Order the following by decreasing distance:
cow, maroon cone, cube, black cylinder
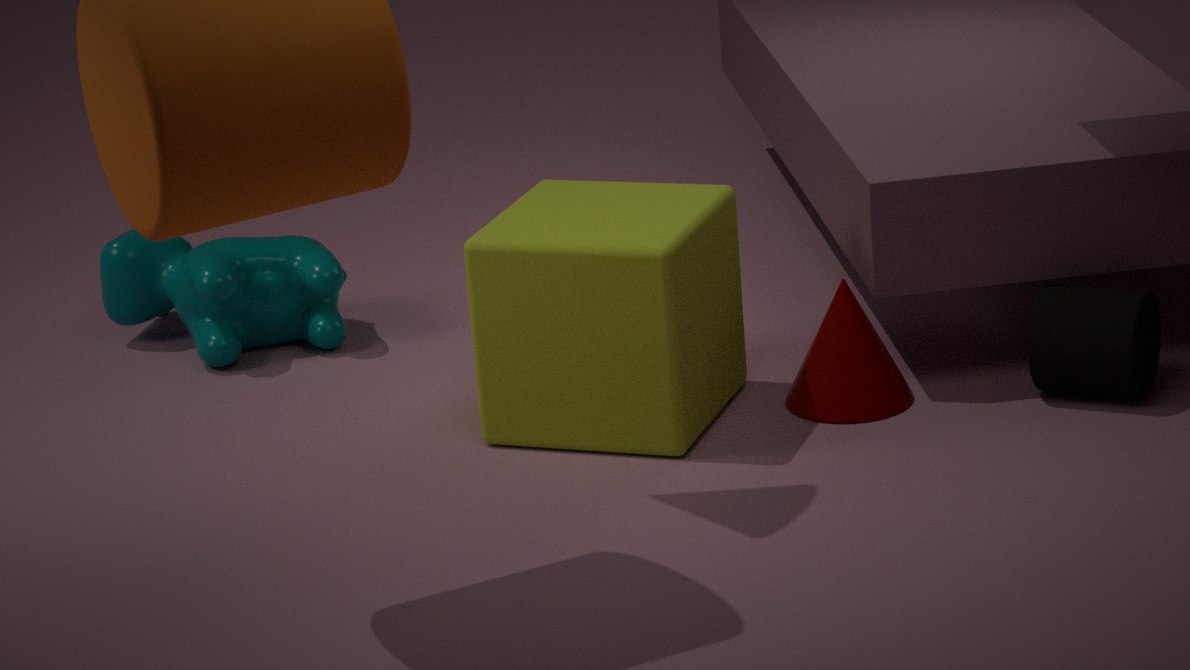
cow < maroon cone < black cylinder < cube
